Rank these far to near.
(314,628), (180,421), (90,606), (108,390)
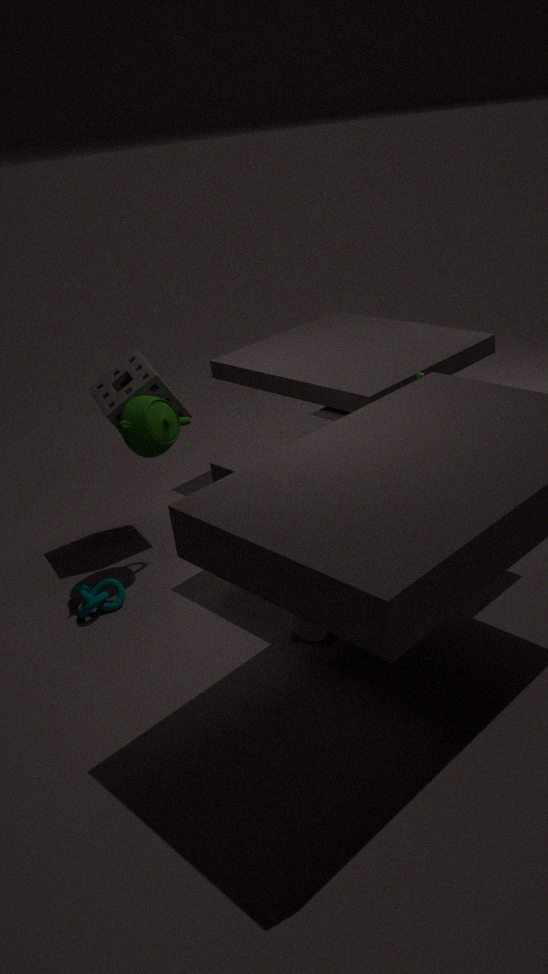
(108,390) → (180,421) → (90,606) → (314,628)
